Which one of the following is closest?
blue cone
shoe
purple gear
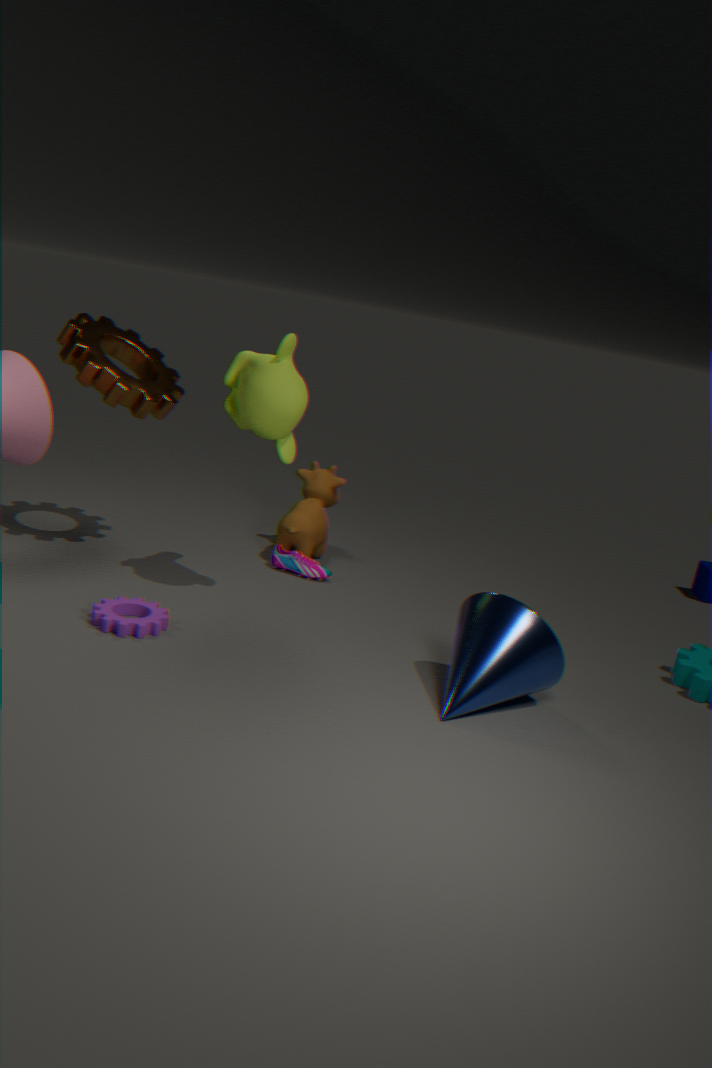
blue cone
